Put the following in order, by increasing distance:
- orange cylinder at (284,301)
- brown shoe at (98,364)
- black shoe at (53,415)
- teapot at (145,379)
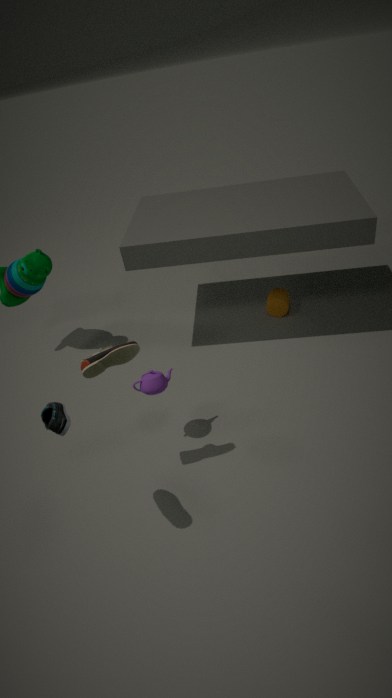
black shoe at (53,415), brown shoe at (98,364), teapot at (145,379), orange cylinder at (284,301)
